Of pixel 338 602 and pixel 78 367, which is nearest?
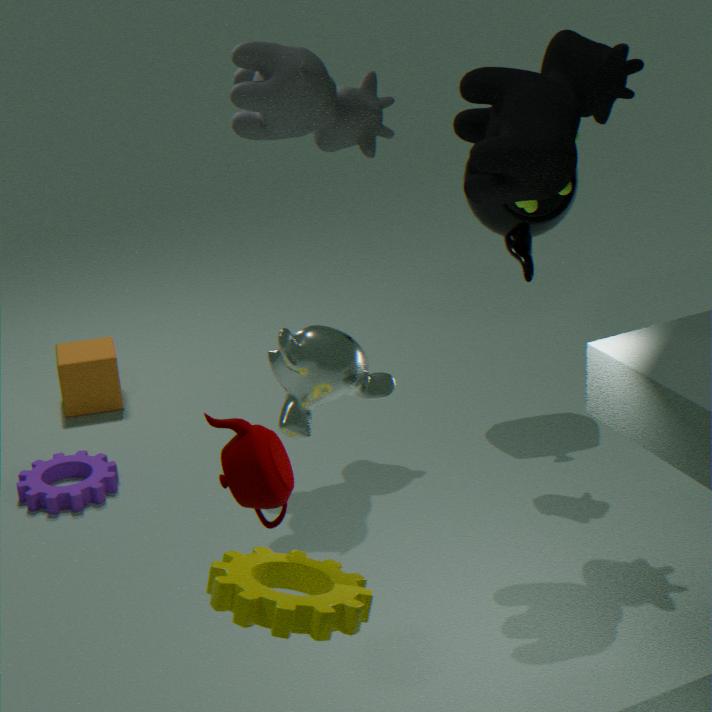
pixel 338 602
